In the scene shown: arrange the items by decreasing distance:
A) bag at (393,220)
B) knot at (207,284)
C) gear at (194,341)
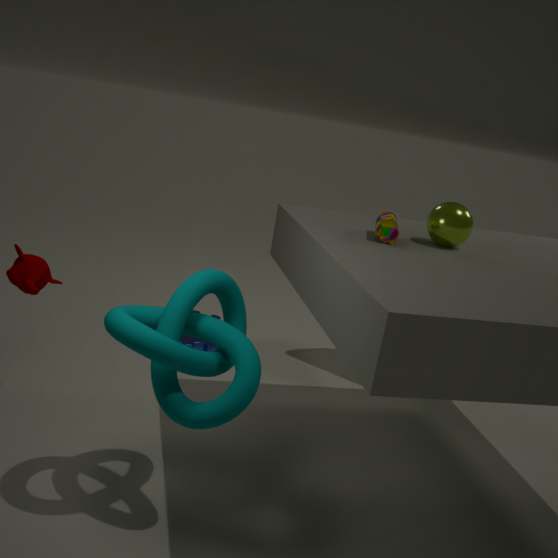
gear at (194,341) → bag at (393,220) → knot at (207,284)
